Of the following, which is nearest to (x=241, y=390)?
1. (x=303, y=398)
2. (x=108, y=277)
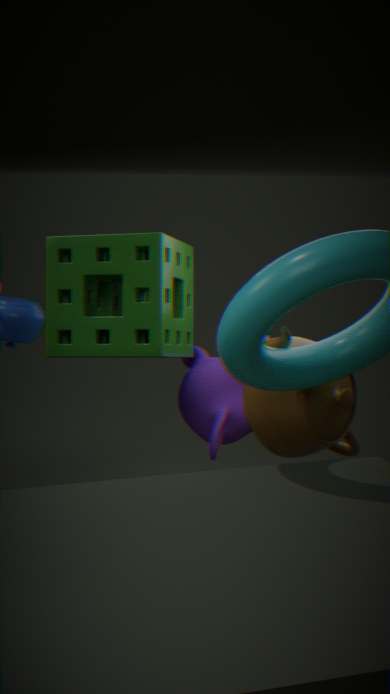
(x=108, y=277)
